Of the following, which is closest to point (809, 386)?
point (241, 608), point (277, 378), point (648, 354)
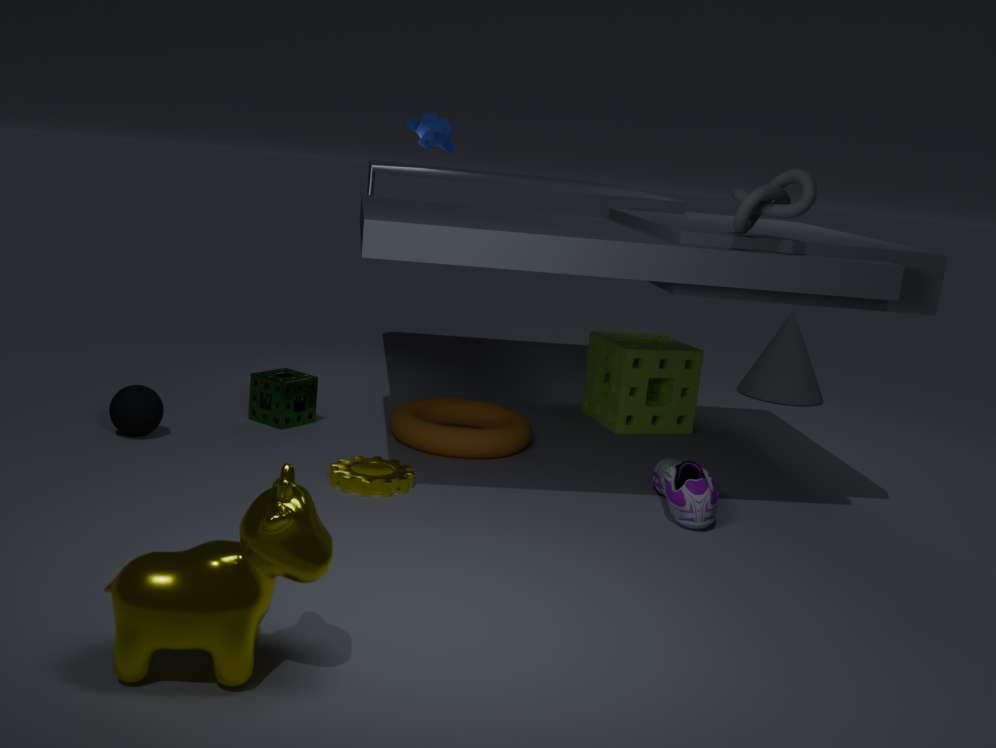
point (648, 354)
